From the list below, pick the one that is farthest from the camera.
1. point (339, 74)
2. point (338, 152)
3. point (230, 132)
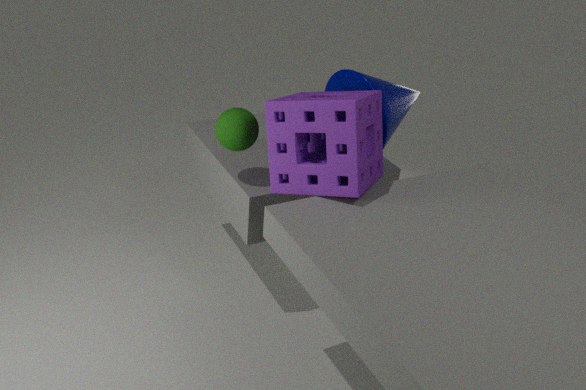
point (339, 74)
